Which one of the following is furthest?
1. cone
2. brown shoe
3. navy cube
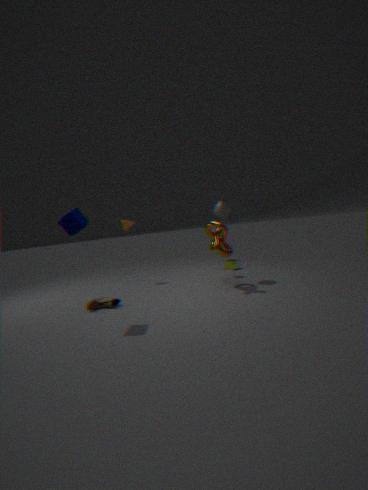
cone
